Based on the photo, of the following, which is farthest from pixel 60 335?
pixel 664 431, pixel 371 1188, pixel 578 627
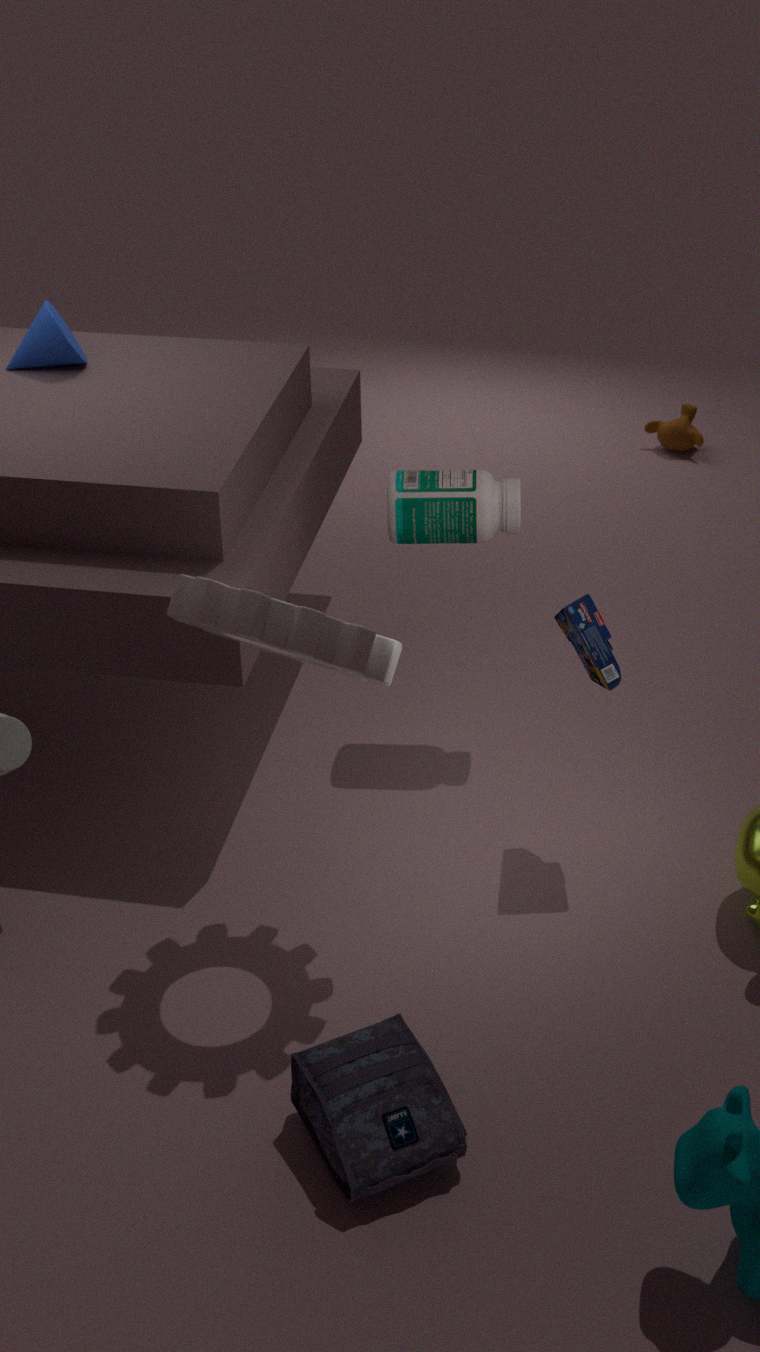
pixel 664 431
